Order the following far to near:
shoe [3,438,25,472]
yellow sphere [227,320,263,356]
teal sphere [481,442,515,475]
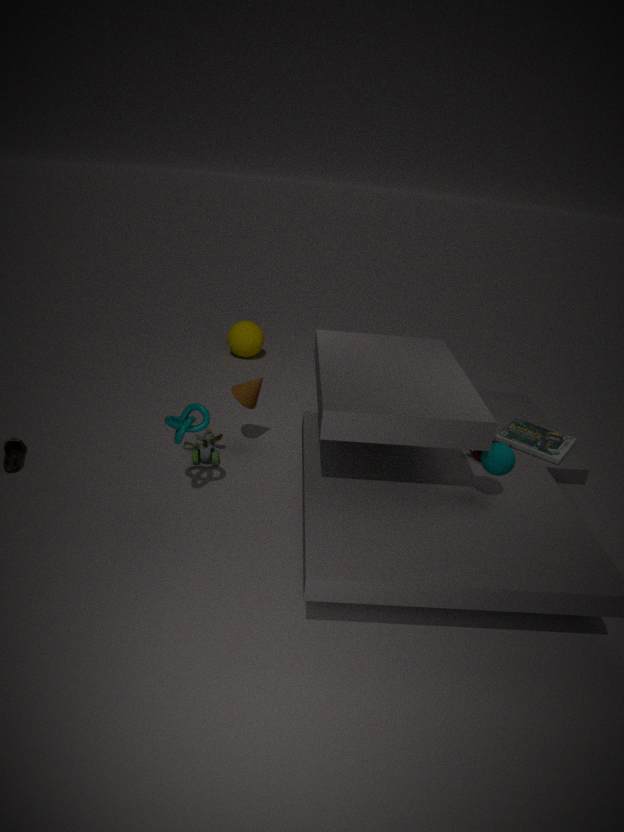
1. yellow sphere [227,320,263,356]
2. shoe [3,438,25,472]
3. teal sphere [481,442,515,475]
